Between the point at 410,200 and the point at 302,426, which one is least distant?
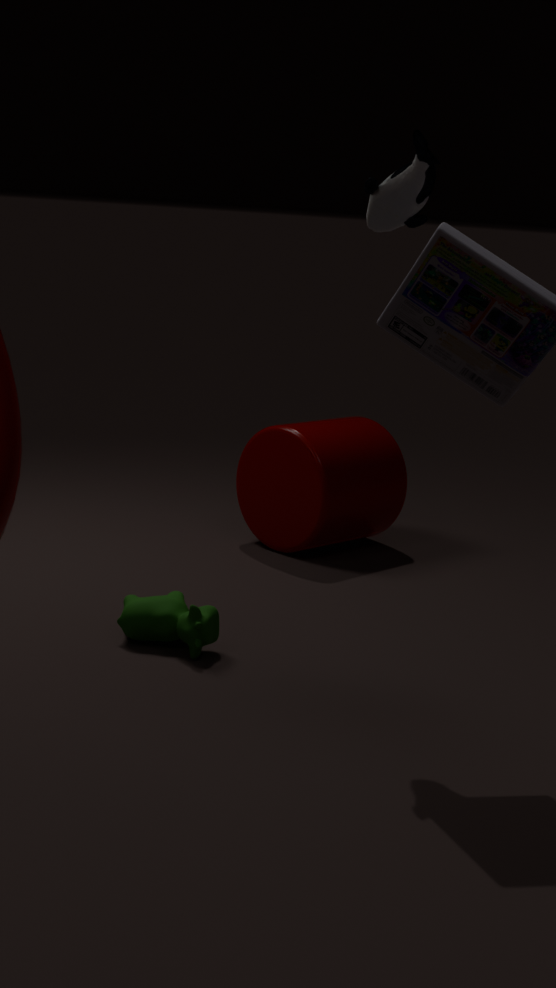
the point at 410,200
